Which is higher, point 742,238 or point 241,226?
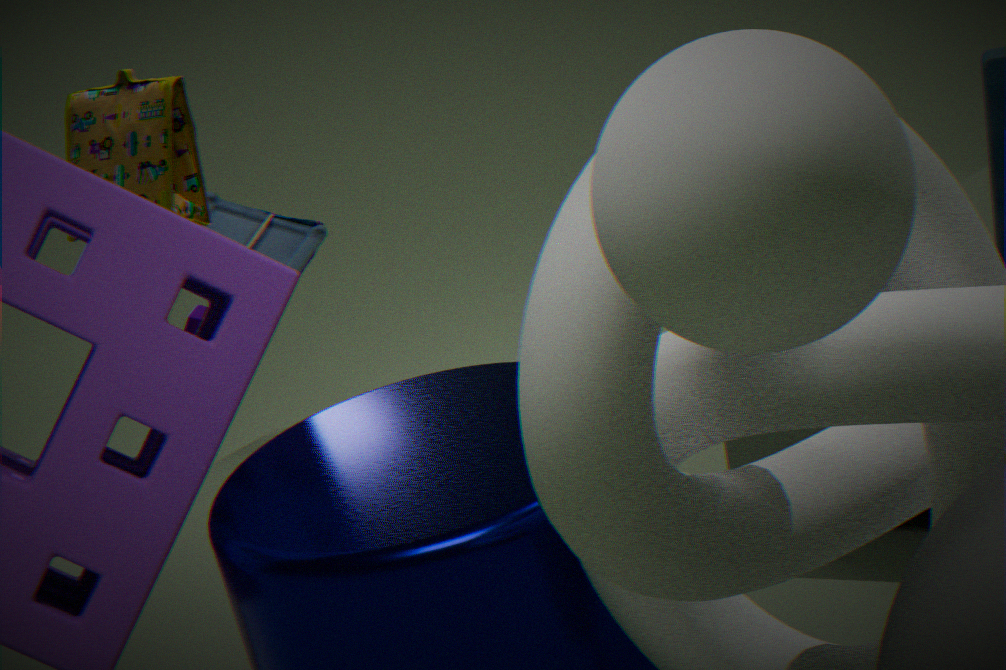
point 742,238
